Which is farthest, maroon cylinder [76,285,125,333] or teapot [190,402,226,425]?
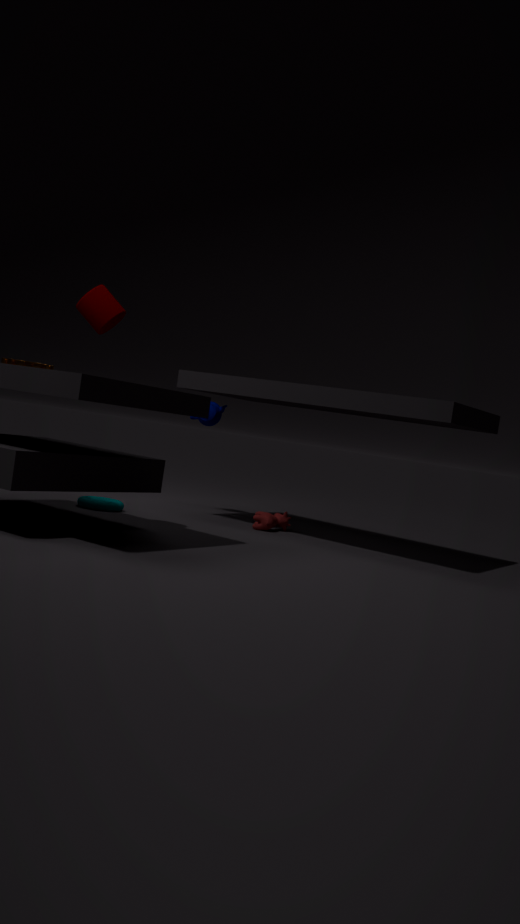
teapot [190,402,226,425]
